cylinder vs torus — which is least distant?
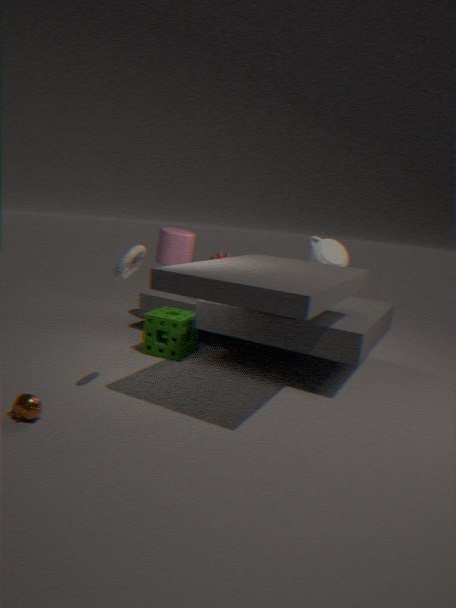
torus
